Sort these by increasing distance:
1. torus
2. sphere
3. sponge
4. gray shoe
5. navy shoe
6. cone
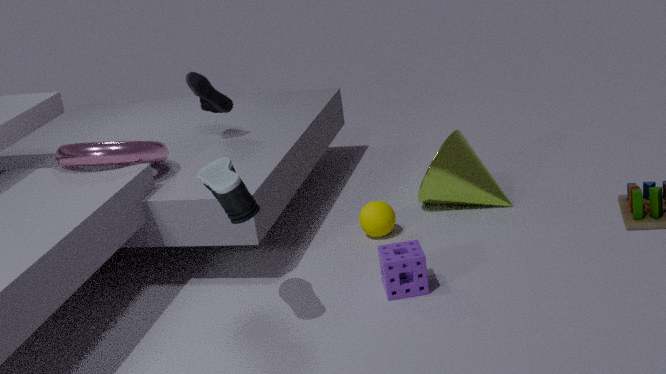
gray shoe, sponge, torus, sphere, cone, navy shoe
